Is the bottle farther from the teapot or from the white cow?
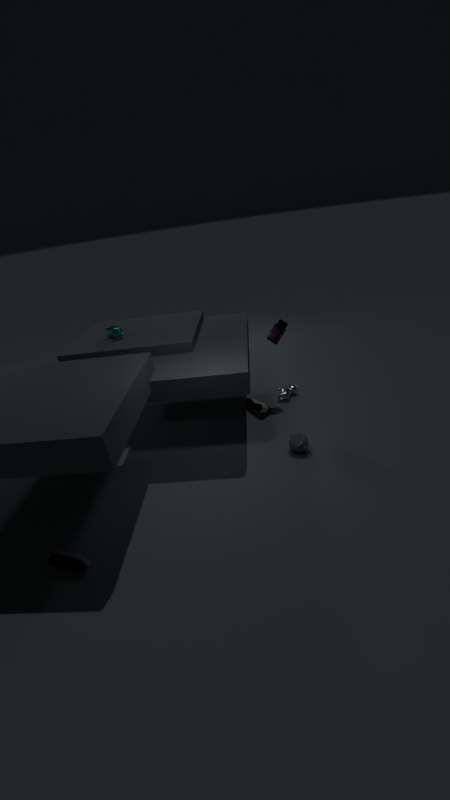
the teapot
